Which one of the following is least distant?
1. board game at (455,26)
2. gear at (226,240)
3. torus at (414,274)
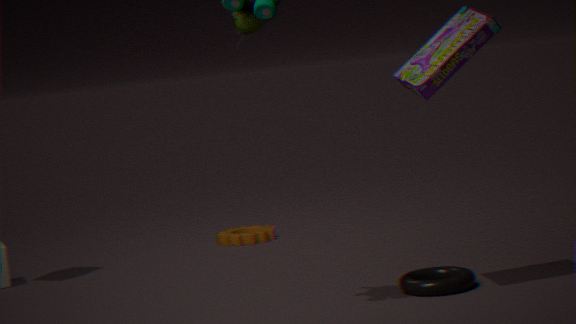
board game at (455,26)
